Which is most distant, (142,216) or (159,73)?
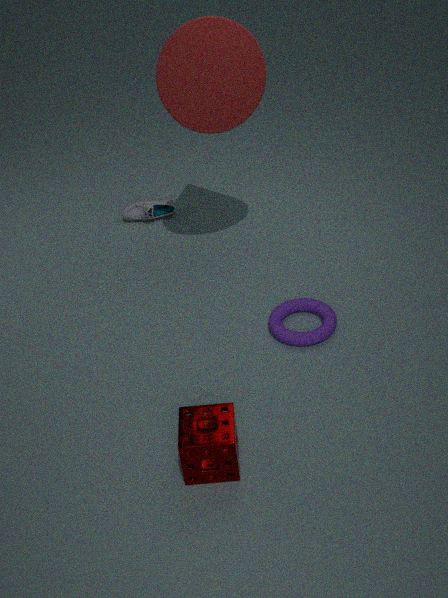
(142,216)
